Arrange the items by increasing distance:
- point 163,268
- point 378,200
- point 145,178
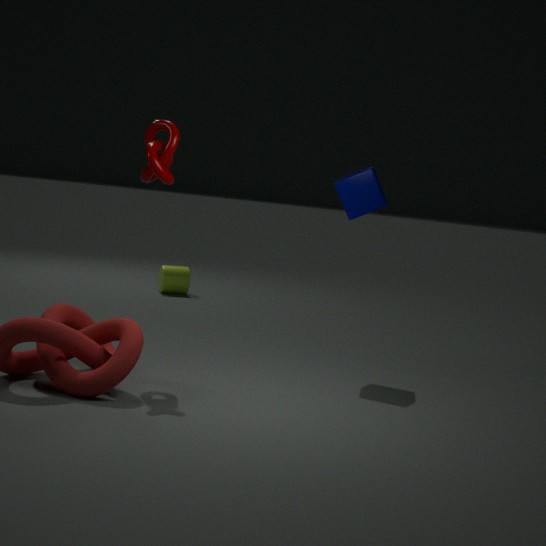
point 145,178
point 378,200
point 163,268
